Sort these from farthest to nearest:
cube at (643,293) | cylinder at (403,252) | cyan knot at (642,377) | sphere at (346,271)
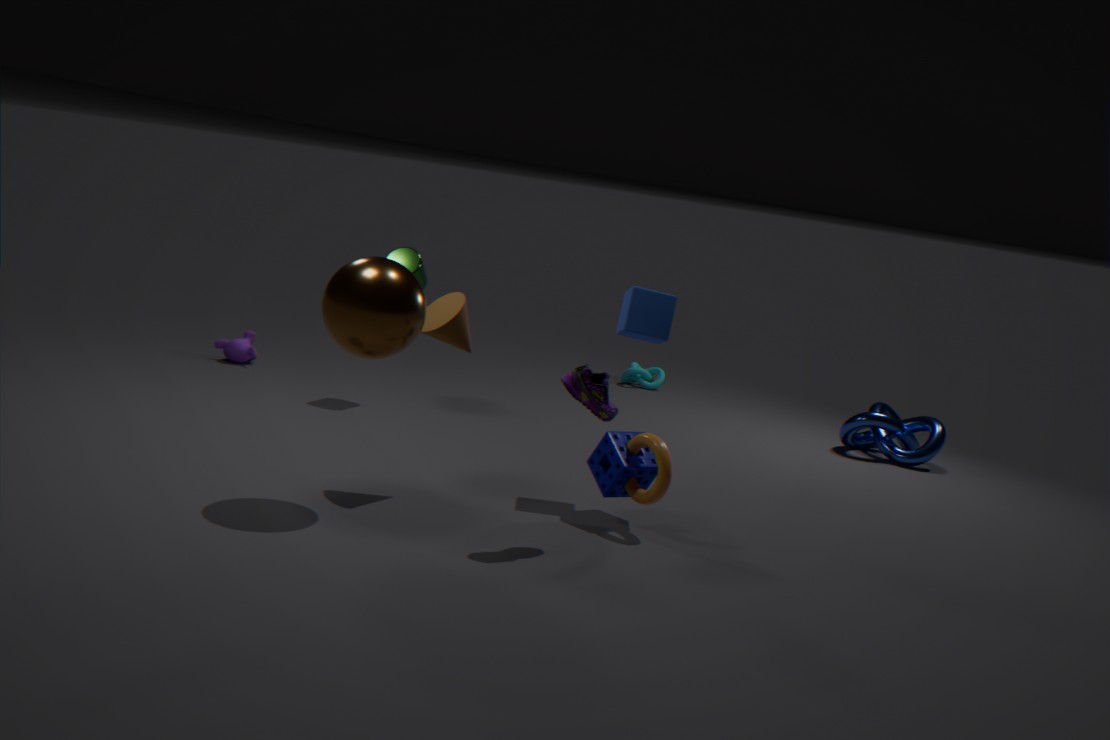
cyan knot at (642,377), cylinder at (403,252), cube at (643,293), sphere at (346,271)
